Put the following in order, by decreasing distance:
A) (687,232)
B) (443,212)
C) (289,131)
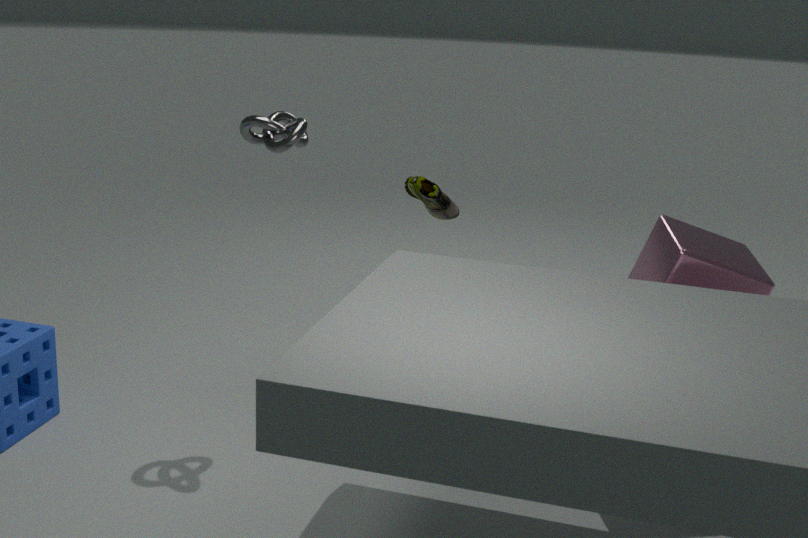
(443,212) < (289,131) < (687,232)
